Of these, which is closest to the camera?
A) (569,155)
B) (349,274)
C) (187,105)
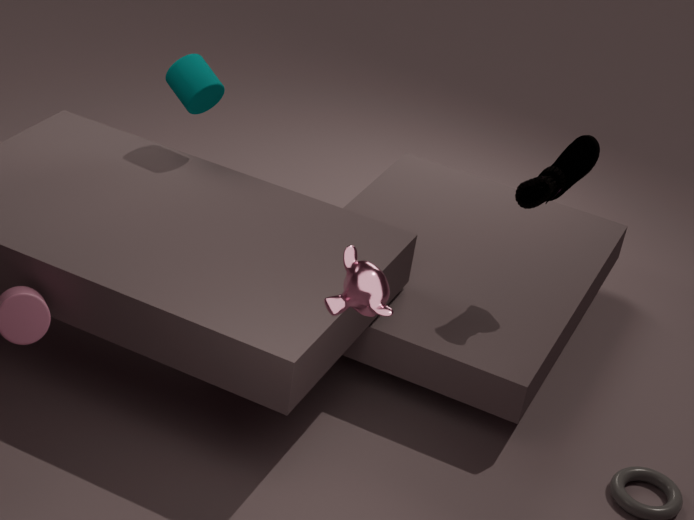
(349,274)
